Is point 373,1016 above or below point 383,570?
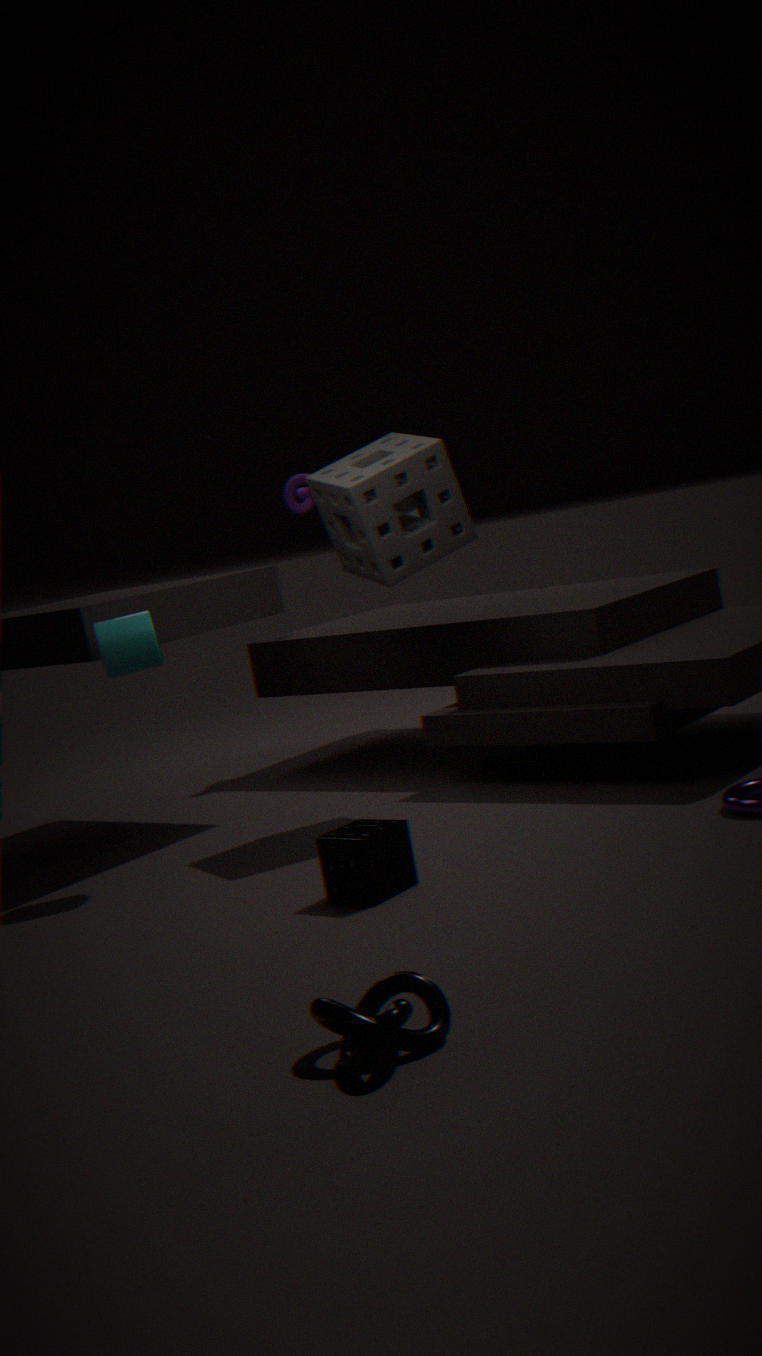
below
